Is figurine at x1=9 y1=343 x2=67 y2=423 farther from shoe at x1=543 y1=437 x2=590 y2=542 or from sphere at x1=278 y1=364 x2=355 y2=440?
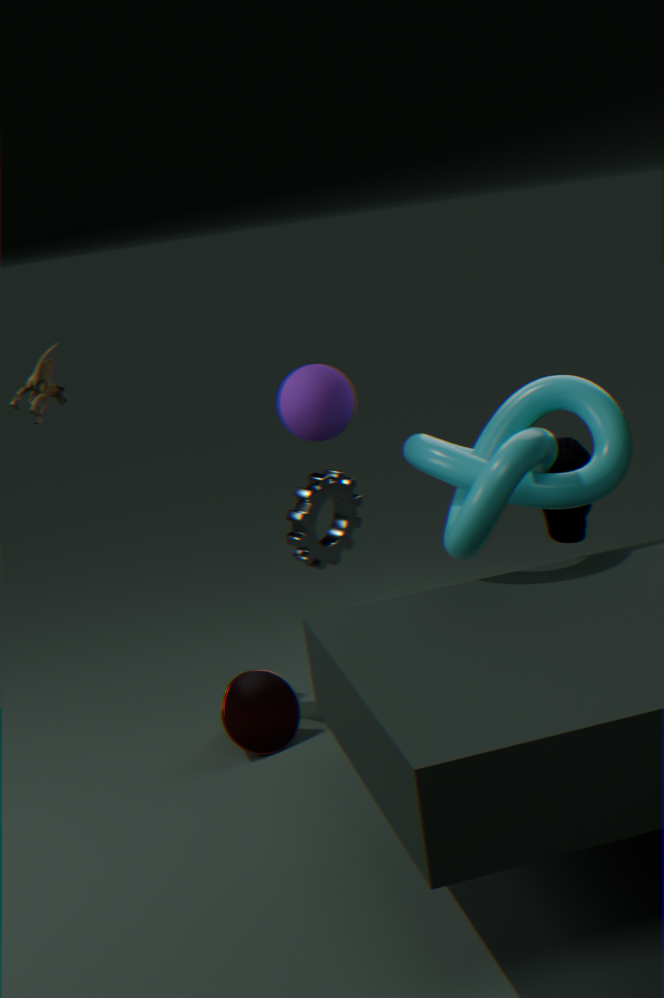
shoe at x1=543 y1=437 x2=590 y2=542
